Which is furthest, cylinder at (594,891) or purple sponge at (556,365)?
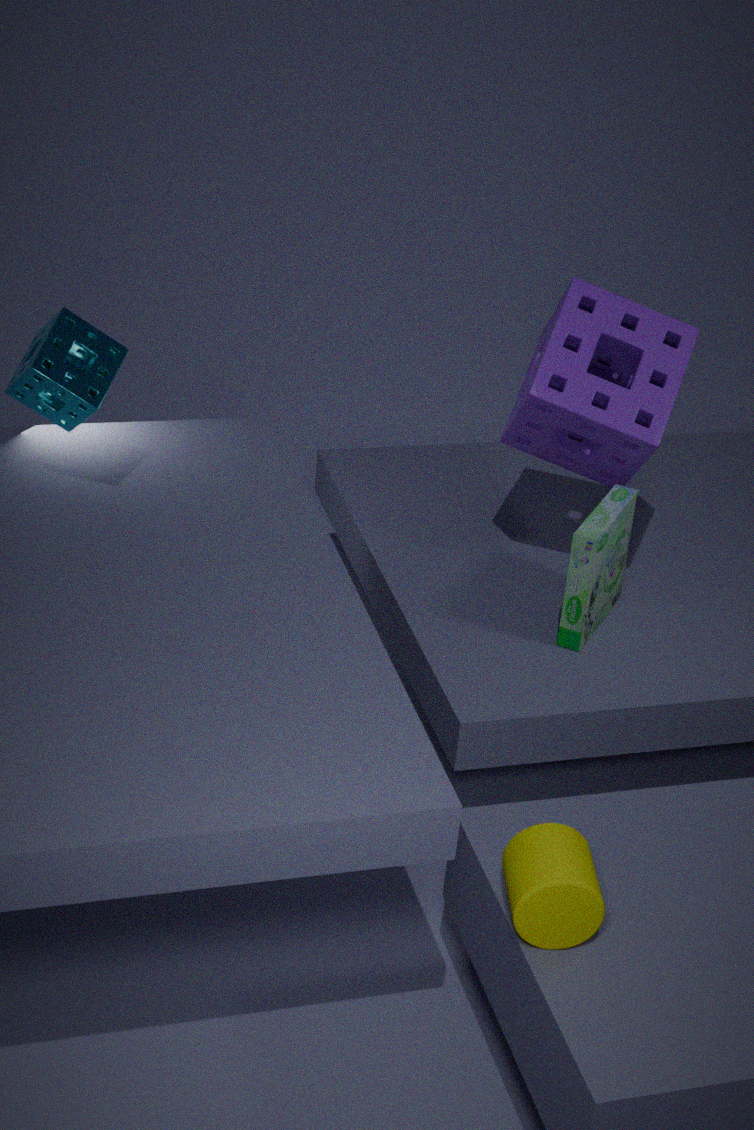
purple sponge at (556,365)
